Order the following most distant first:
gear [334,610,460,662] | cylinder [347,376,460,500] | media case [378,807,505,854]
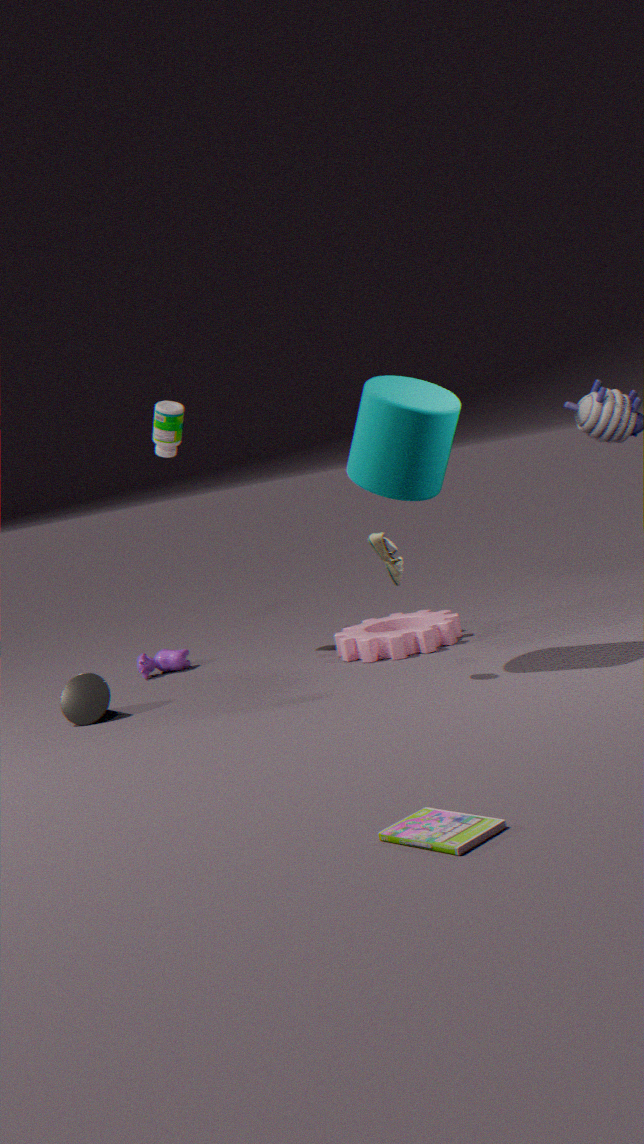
gear [334,610,460,662], cylinder [347,376,460,500], media case [378,807,505,854]
